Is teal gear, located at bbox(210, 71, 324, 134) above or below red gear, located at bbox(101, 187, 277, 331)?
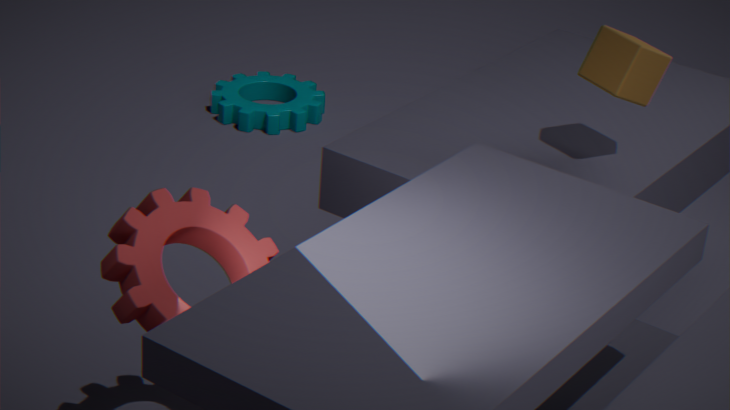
below
